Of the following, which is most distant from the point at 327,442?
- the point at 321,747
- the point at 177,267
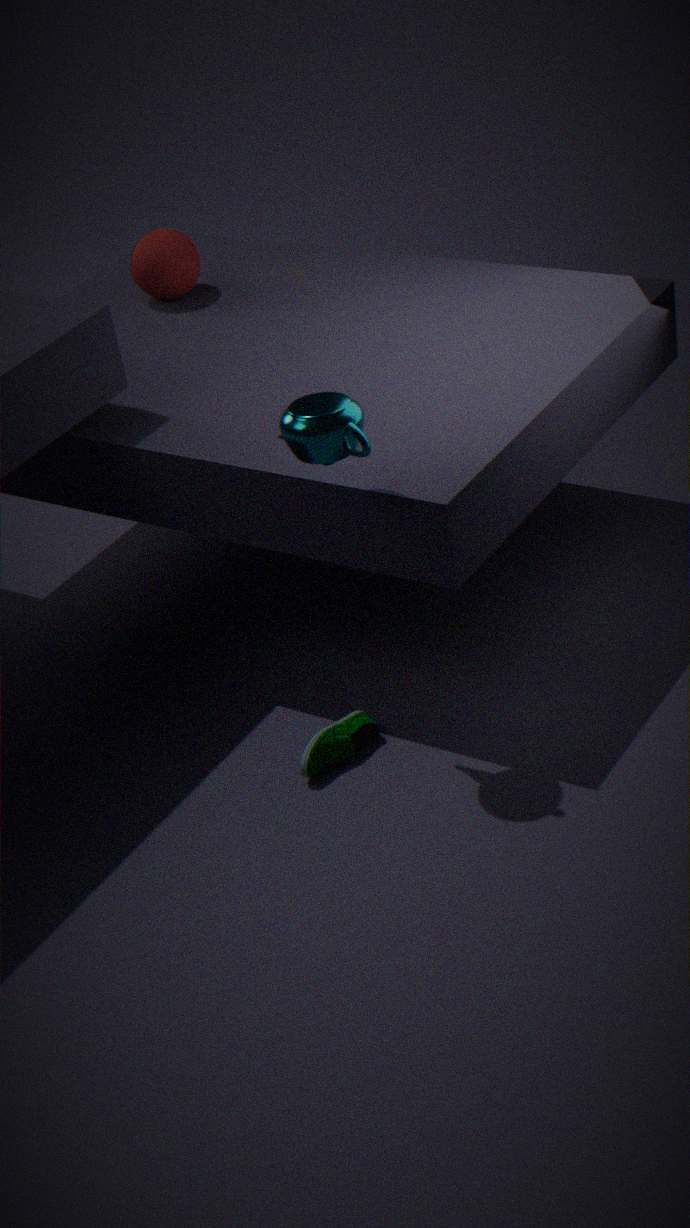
the point at 177,267
